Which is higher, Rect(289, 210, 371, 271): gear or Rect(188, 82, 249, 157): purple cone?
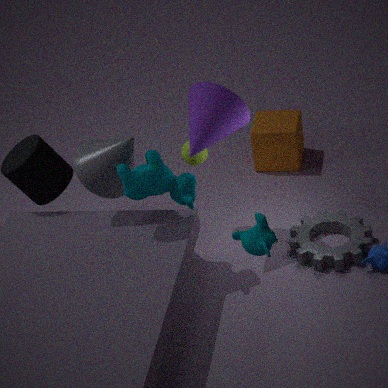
Rect(188, 82, 249, 157): purple cone
